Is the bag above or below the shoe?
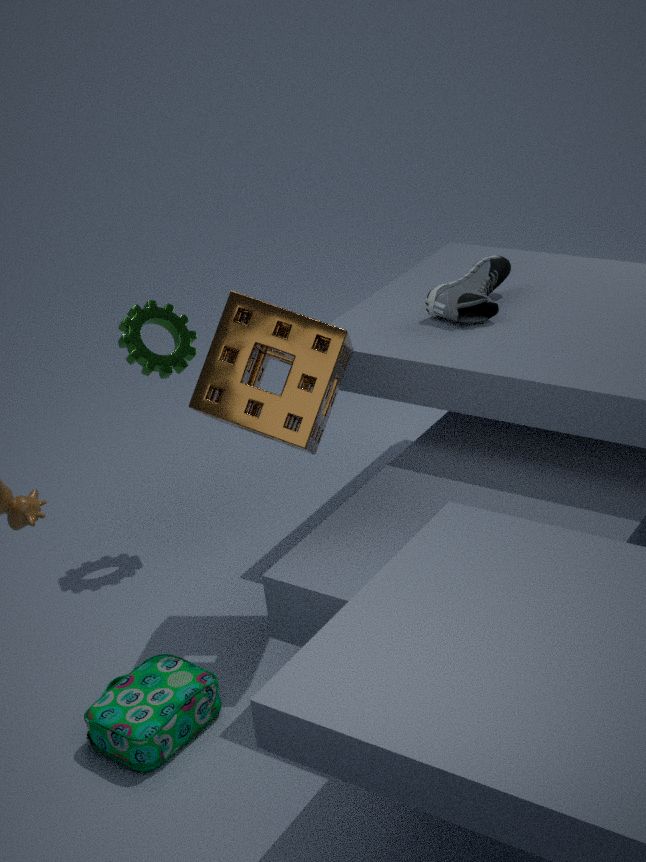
below
